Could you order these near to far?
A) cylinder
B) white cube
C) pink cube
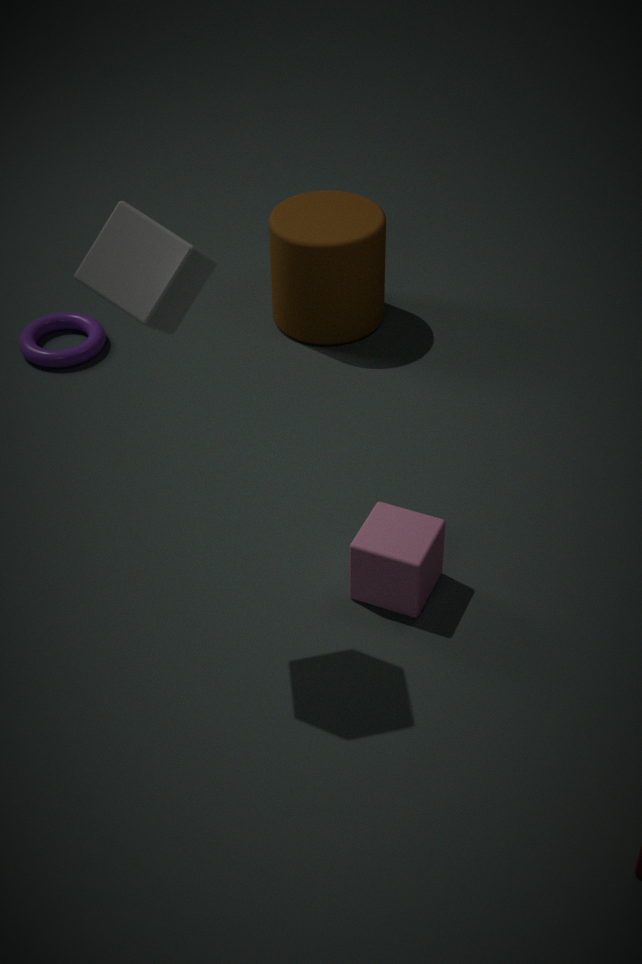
white cube
pink cube
cylinder
